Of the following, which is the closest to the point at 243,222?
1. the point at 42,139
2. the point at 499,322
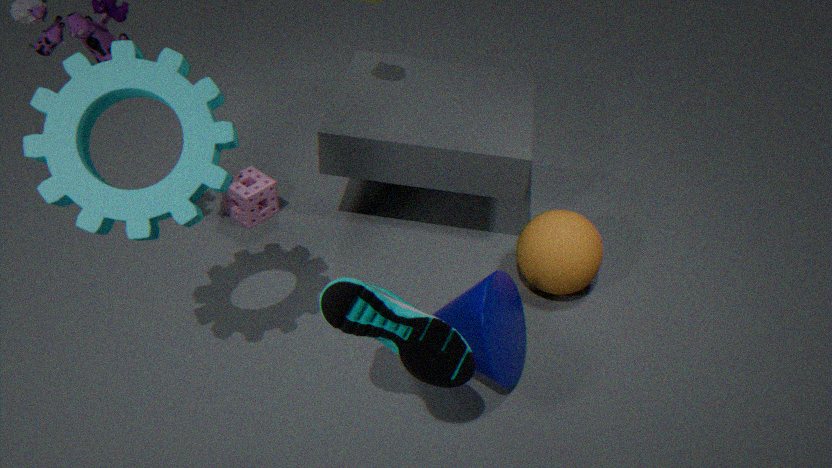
the point at 42,139
